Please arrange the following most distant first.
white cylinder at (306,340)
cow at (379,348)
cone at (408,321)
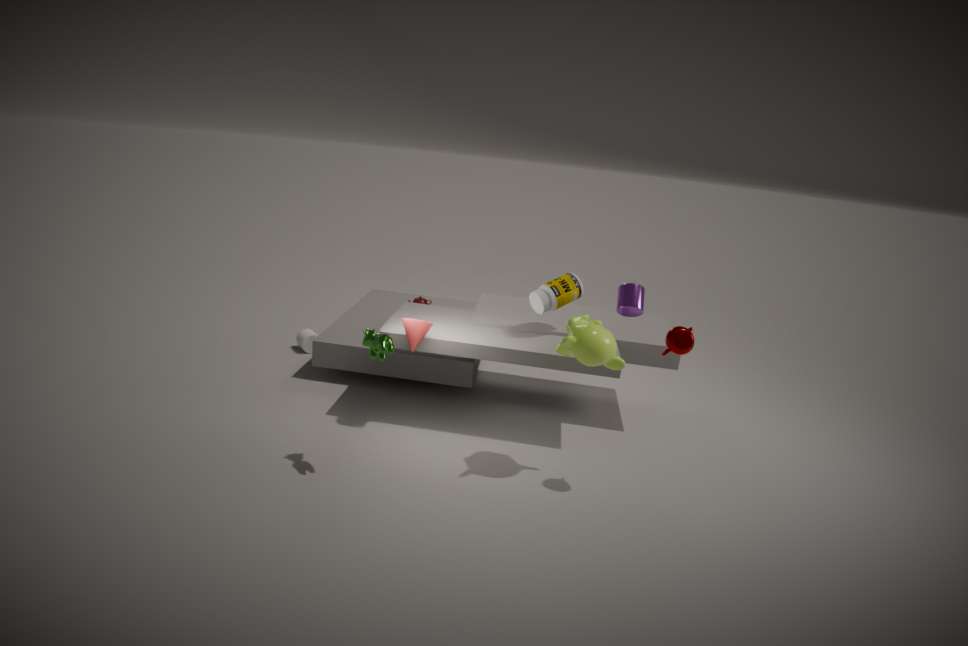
1. white cylinder at (306,340)
2. cone at (408,321)
3. cow at (379,348)
